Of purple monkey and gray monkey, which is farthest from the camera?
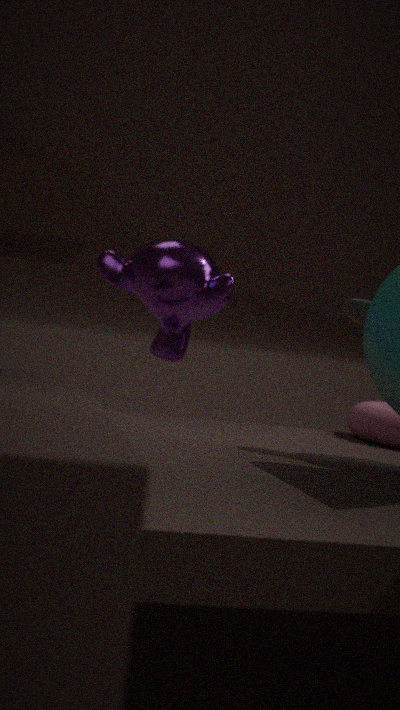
purple monkey
